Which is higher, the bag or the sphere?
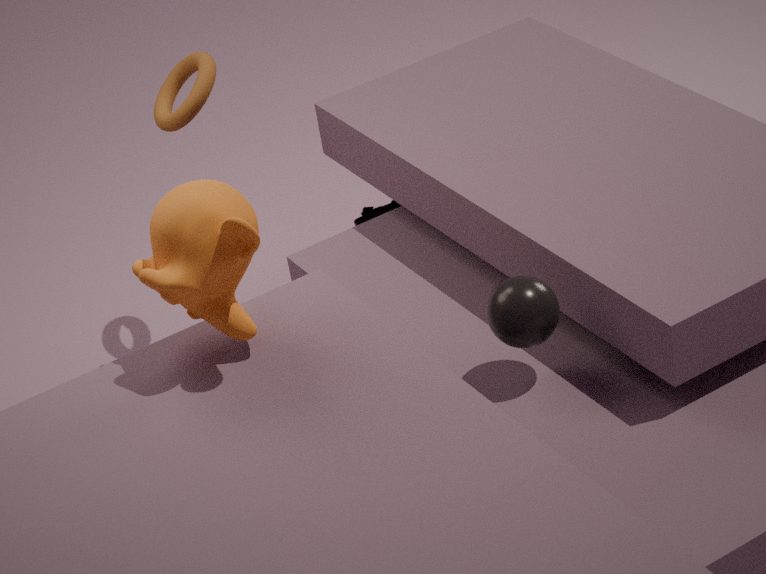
the sphere
